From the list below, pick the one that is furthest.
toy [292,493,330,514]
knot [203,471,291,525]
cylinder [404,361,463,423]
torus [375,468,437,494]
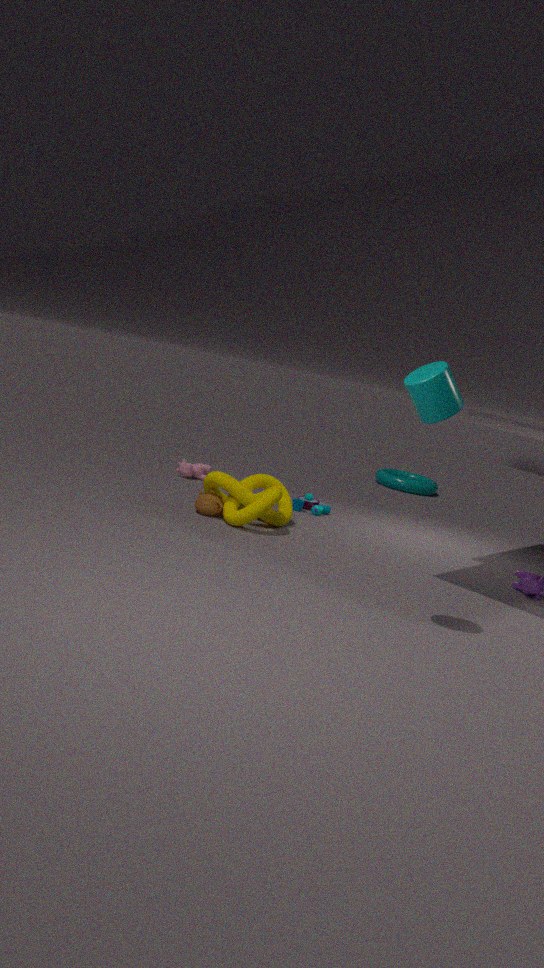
torus [375,468,437,494]
